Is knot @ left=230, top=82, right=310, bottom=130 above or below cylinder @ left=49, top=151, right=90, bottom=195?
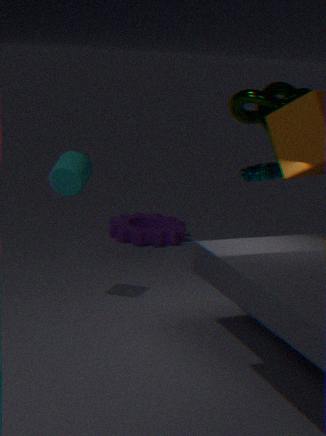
above
